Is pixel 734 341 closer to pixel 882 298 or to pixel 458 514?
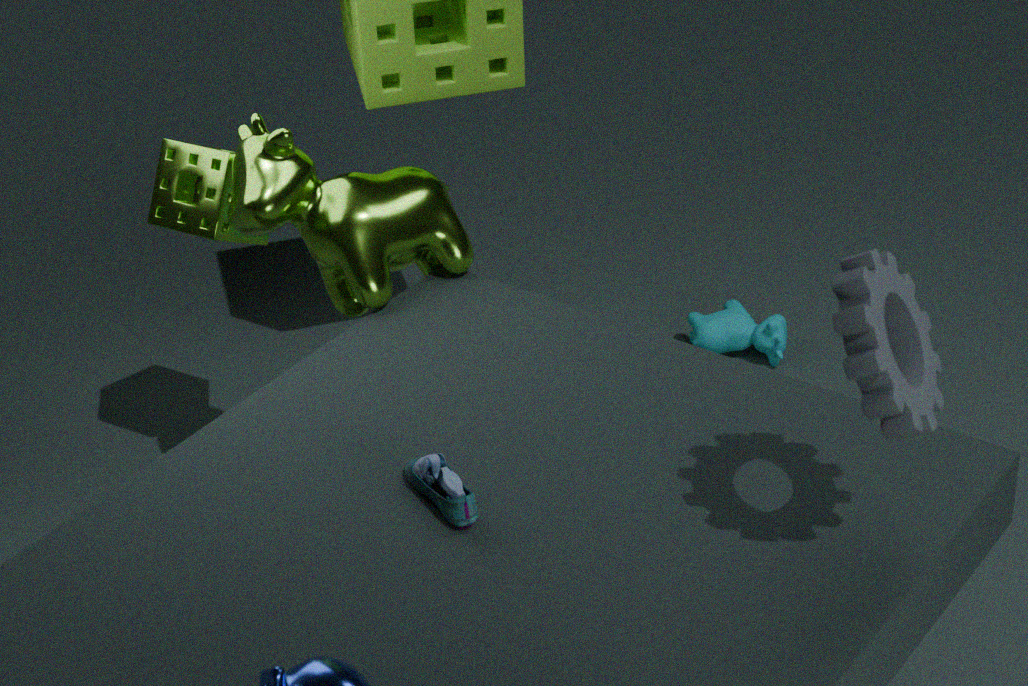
pixel 458 514
